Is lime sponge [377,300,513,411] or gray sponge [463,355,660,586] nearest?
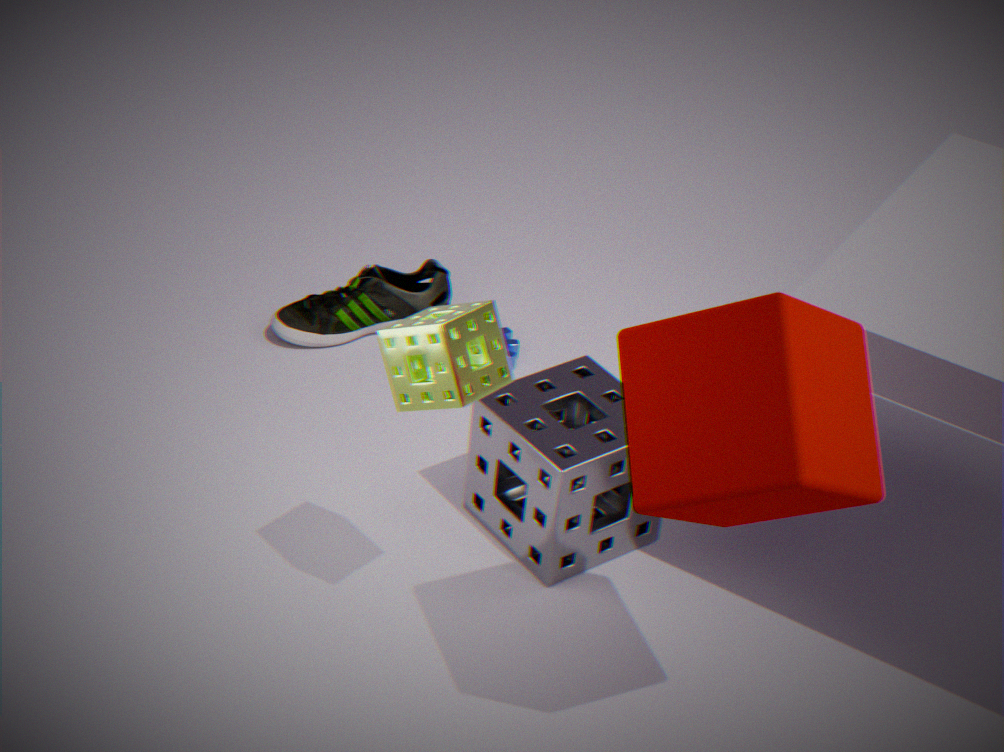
lime sponge [377,300,513,411]
